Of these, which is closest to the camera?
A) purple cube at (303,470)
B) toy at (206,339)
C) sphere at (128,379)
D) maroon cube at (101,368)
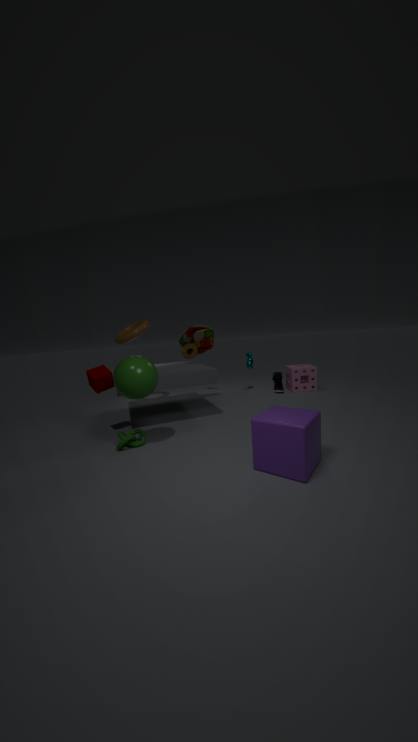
purple cube at (303,470)
